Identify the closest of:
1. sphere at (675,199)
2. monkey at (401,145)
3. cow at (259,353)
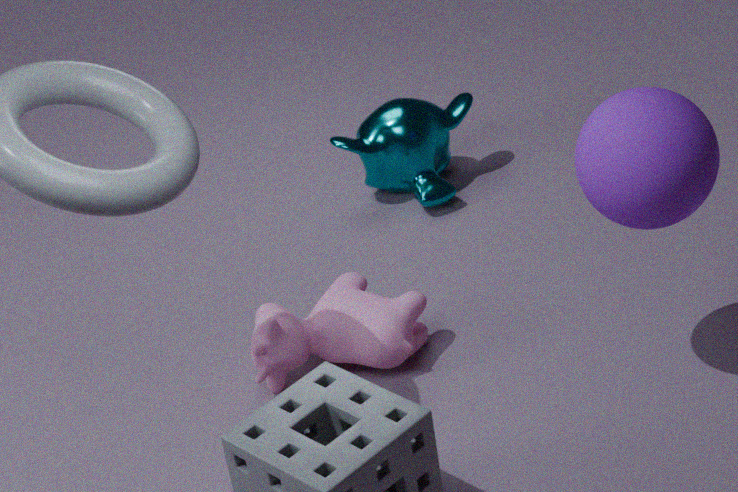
sphere at (675,199)
